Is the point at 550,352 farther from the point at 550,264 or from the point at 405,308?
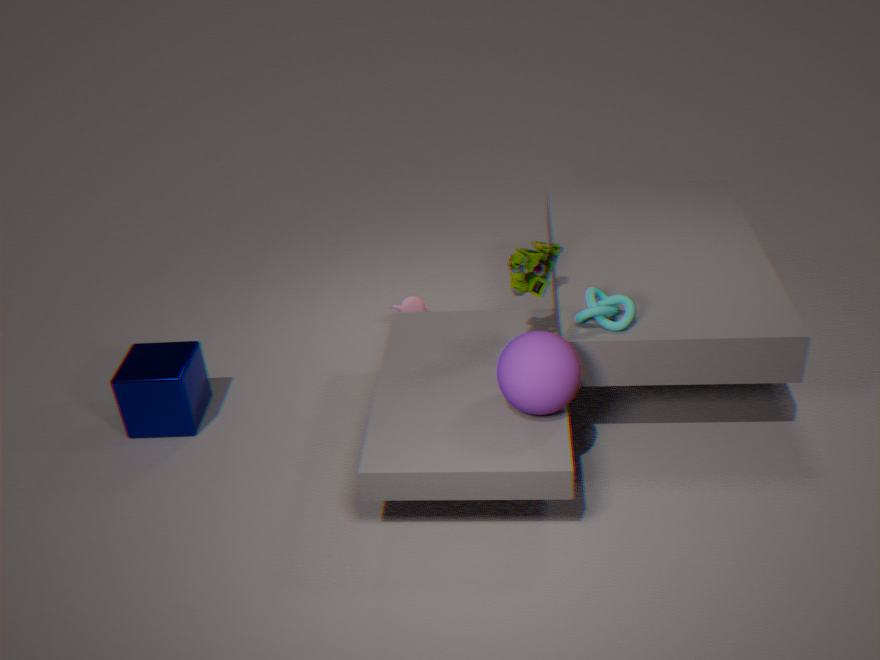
the point at 405,308
